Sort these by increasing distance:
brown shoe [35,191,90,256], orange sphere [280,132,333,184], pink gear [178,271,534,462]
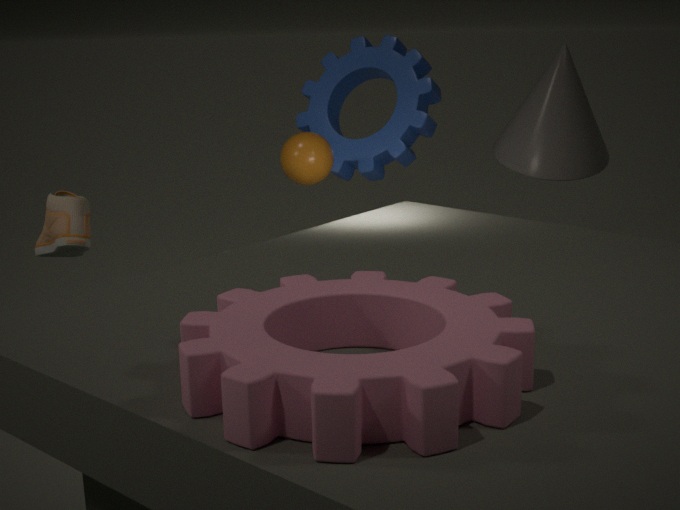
pink gear [178,271,534,462], brown shoe [35,191,90,256], orange sphere [280,132,333,184]
